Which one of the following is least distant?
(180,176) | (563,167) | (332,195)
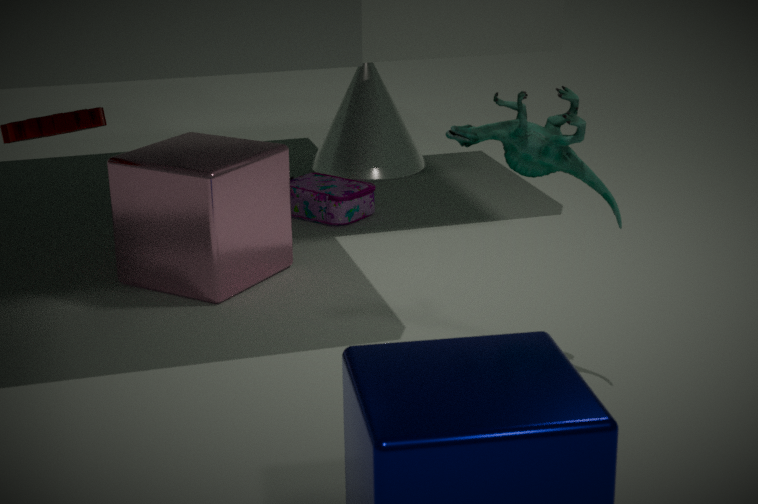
(563,167)
